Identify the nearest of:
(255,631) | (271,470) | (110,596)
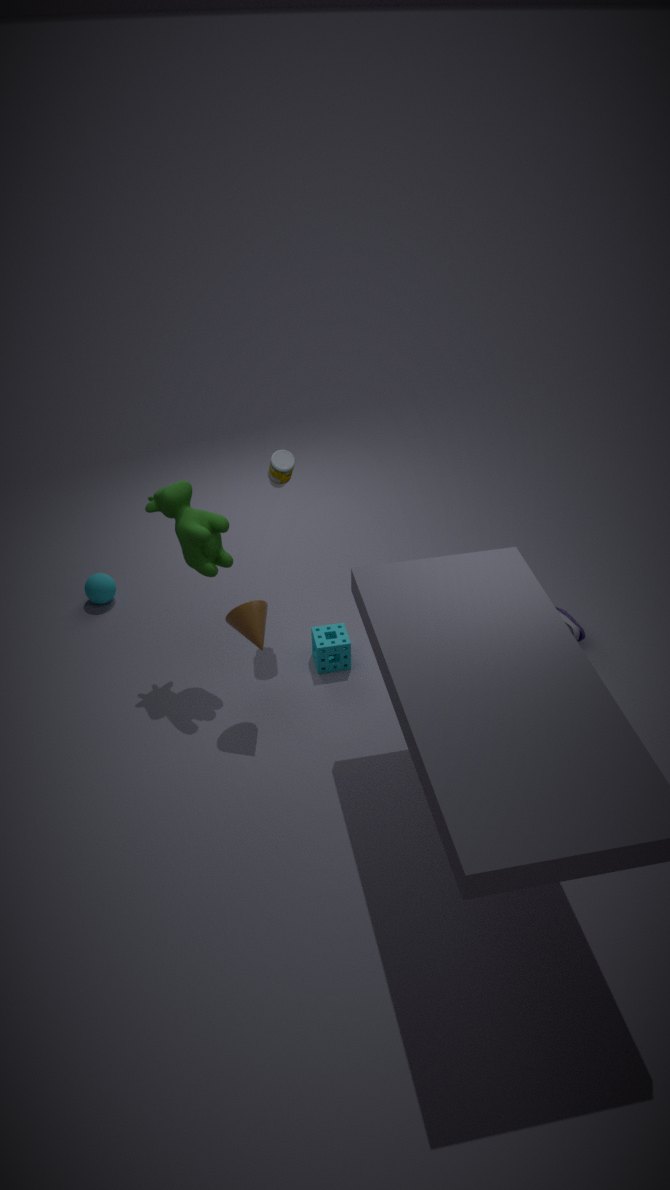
(255,631)
